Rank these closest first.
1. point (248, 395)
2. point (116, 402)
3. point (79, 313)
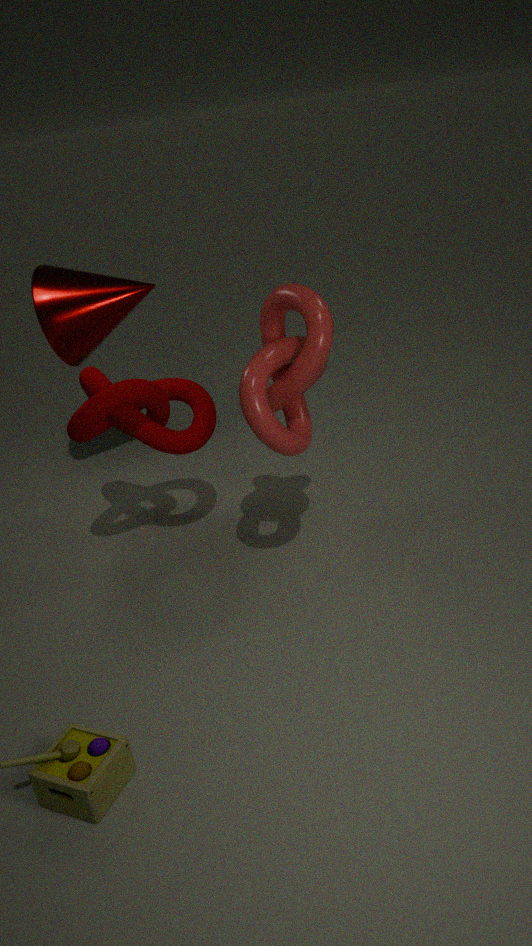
point (248, 395) → point (116, 402) → point (79, 313)
